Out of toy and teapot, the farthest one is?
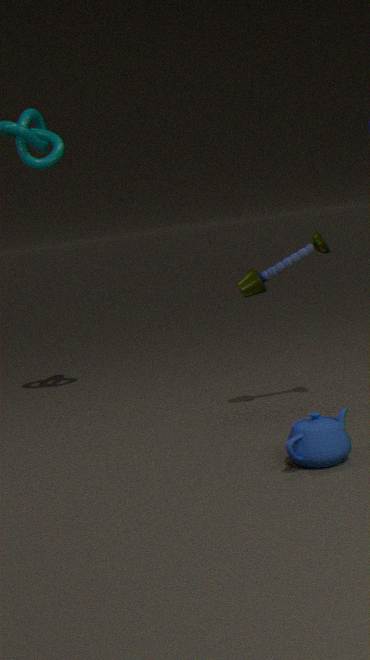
toy
